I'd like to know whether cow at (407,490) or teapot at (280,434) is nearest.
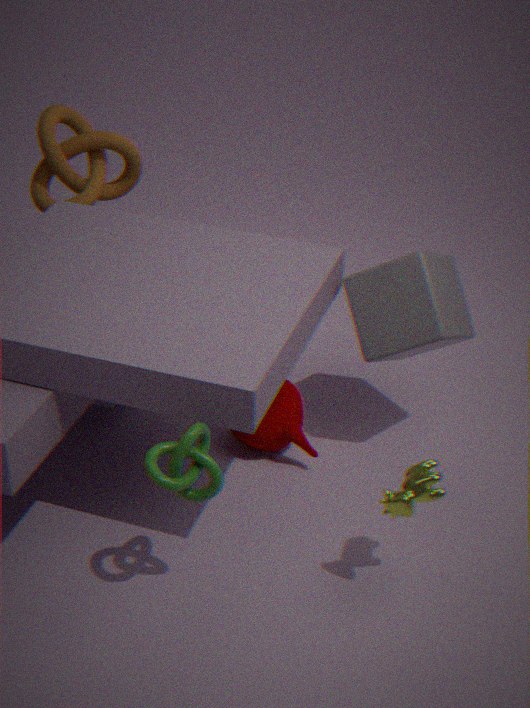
cow at (407,490)
